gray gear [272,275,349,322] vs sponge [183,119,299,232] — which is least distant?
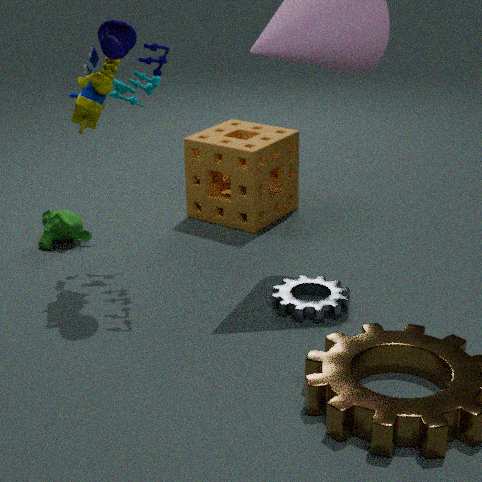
gray gear [272,275,349,322]
